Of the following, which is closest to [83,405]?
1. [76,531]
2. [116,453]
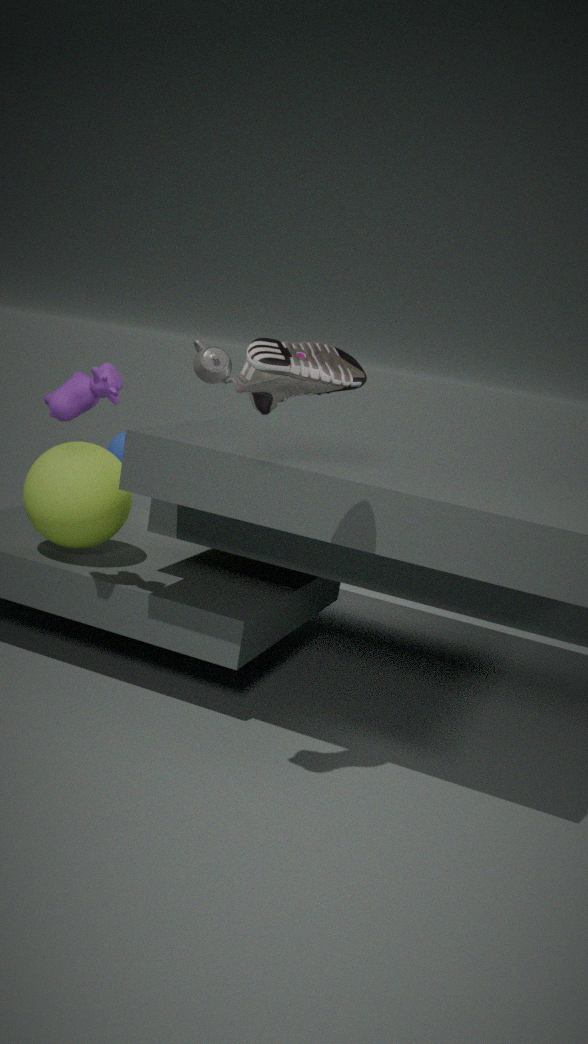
[76,531]
